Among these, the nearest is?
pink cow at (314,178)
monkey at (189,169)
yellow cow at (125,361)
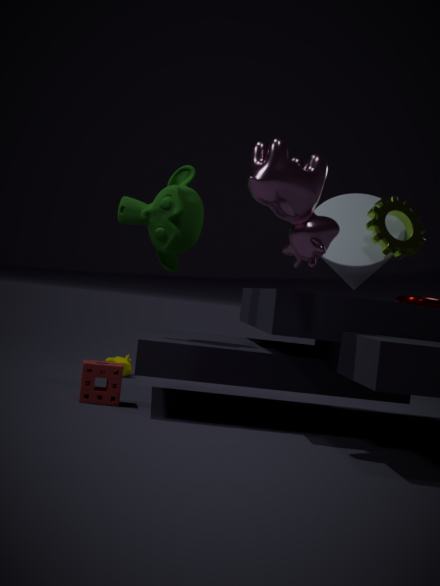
pink cow at (314,178)
